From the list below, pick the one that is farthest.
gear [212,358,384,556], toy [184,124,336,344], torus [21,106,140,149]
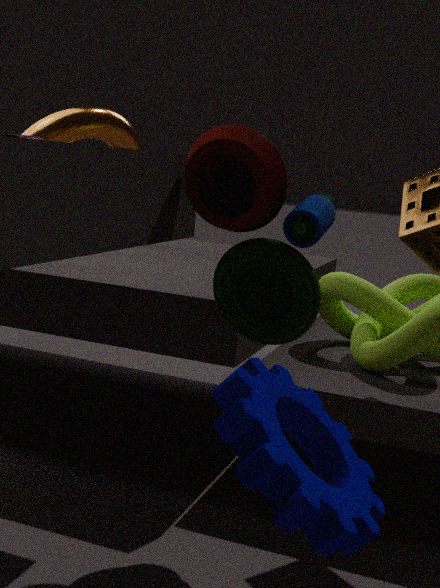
torus [21,106,140,149]
